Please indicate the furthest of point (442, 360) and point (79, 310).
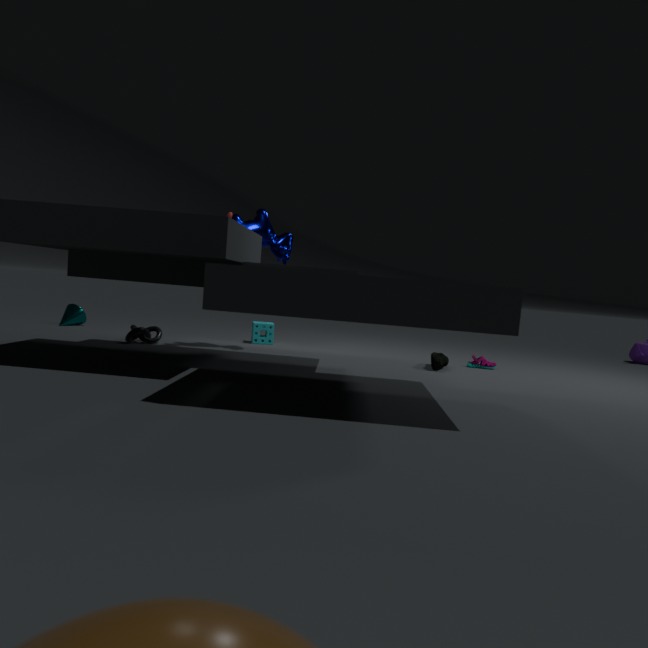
point (79, 310)
